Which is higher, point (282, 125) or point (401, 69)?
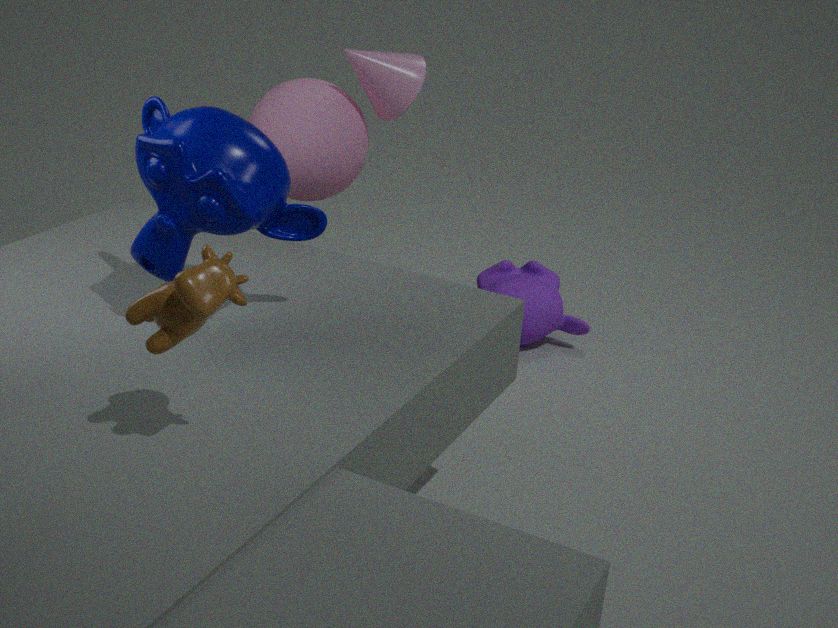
point (401, 69)
